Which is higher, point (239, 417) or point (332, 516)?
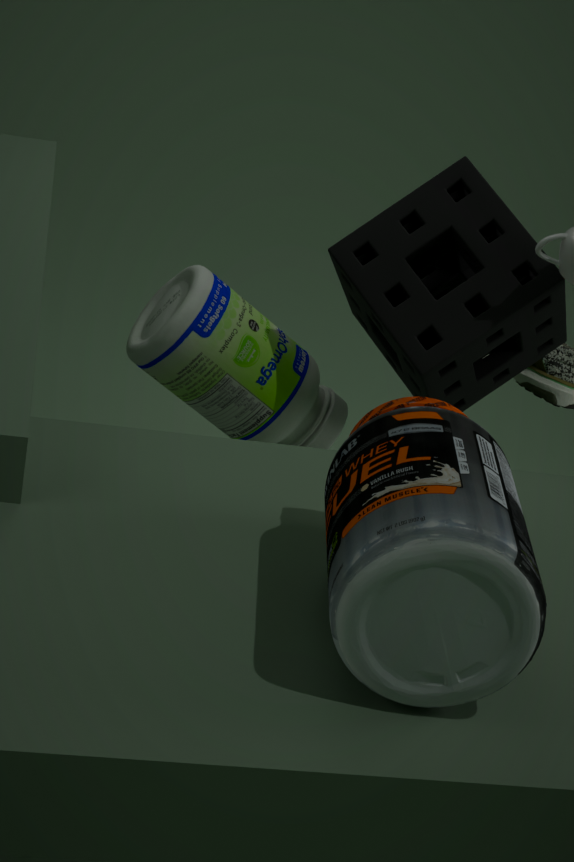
point (332, 516)
